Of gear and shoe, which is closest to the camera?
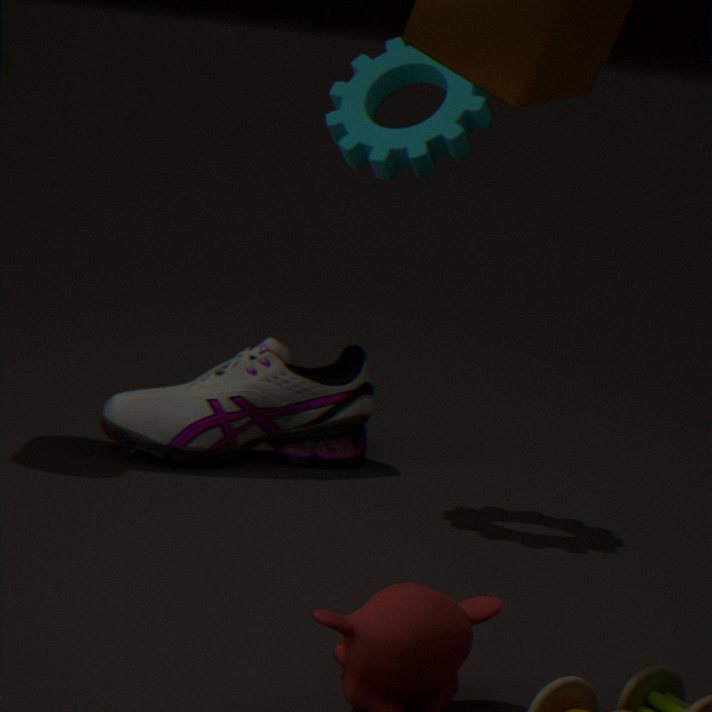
gear
